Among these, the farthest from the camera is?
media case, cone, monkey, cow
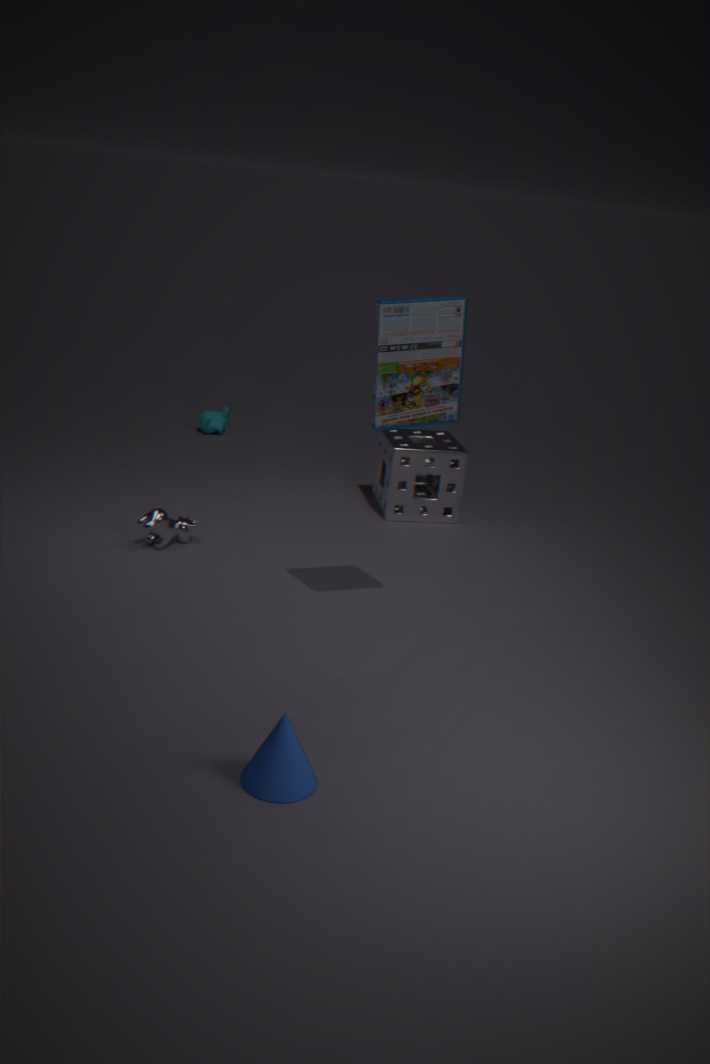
monkey
